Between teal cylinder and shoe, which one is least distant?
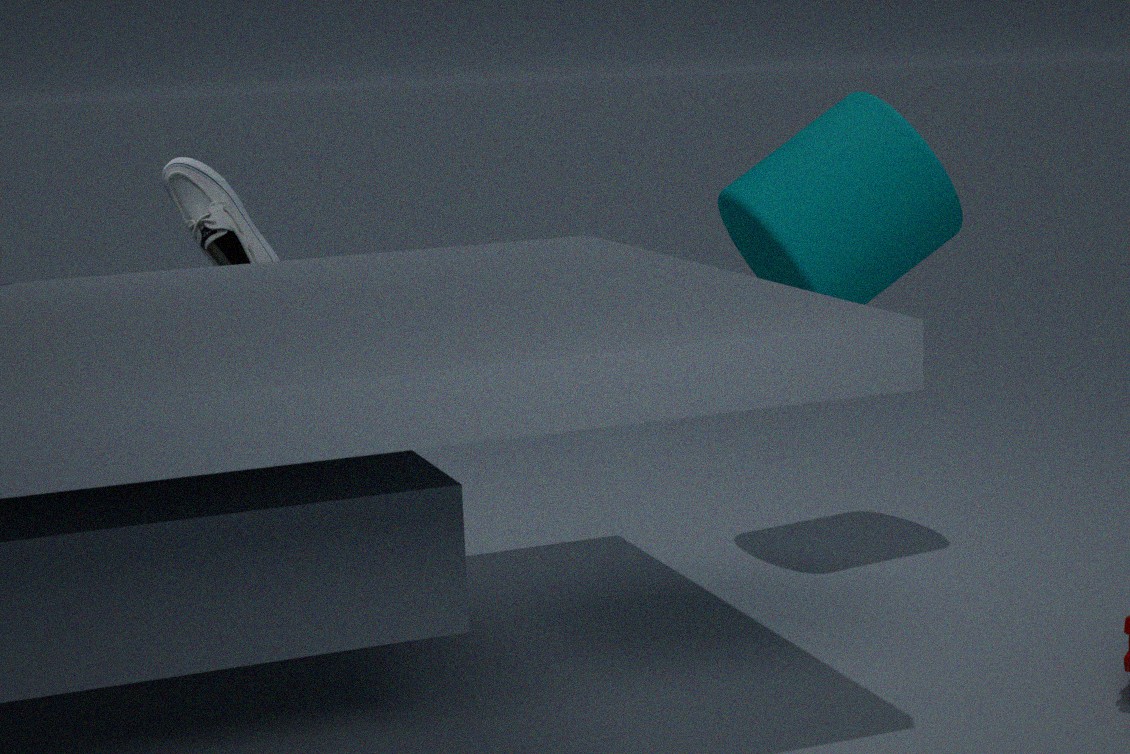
teal cylinder
